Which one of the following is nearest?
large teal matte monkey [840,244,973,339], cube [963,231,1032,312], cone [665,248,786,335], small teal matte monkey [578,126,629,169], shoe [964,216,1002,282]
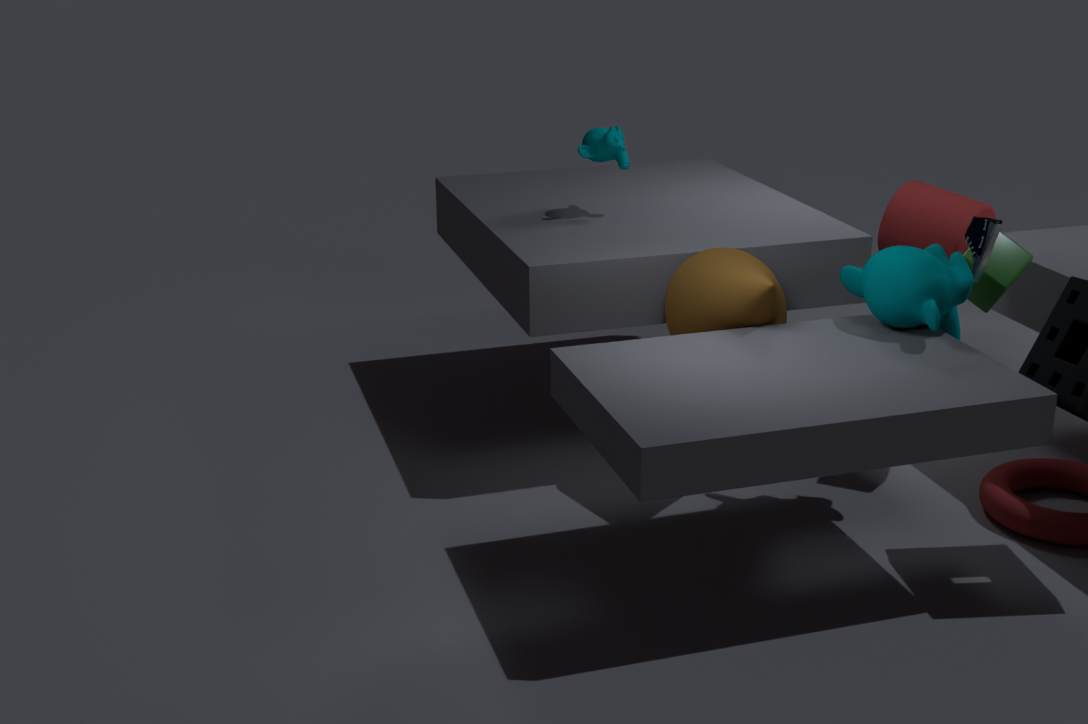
large teal matte monkey [840,244,973,339]
